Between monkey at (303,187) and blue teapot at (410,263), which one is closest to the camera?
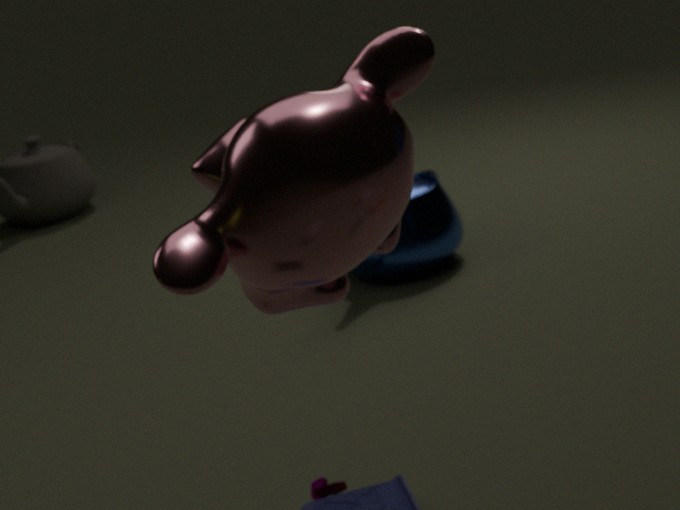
monkey at (303,187)
